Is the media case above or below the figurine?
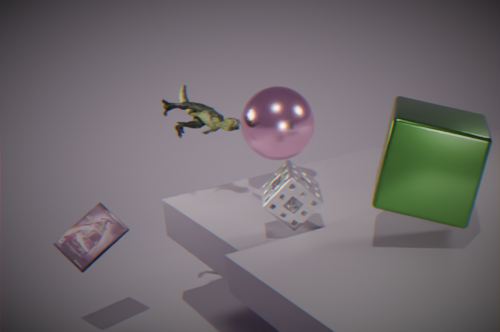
below
